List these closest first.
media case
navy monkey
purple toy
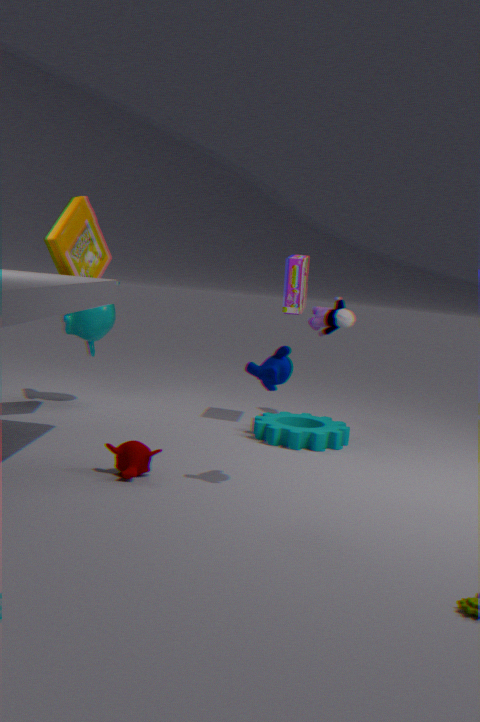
navy monkey → media case → purple toy
